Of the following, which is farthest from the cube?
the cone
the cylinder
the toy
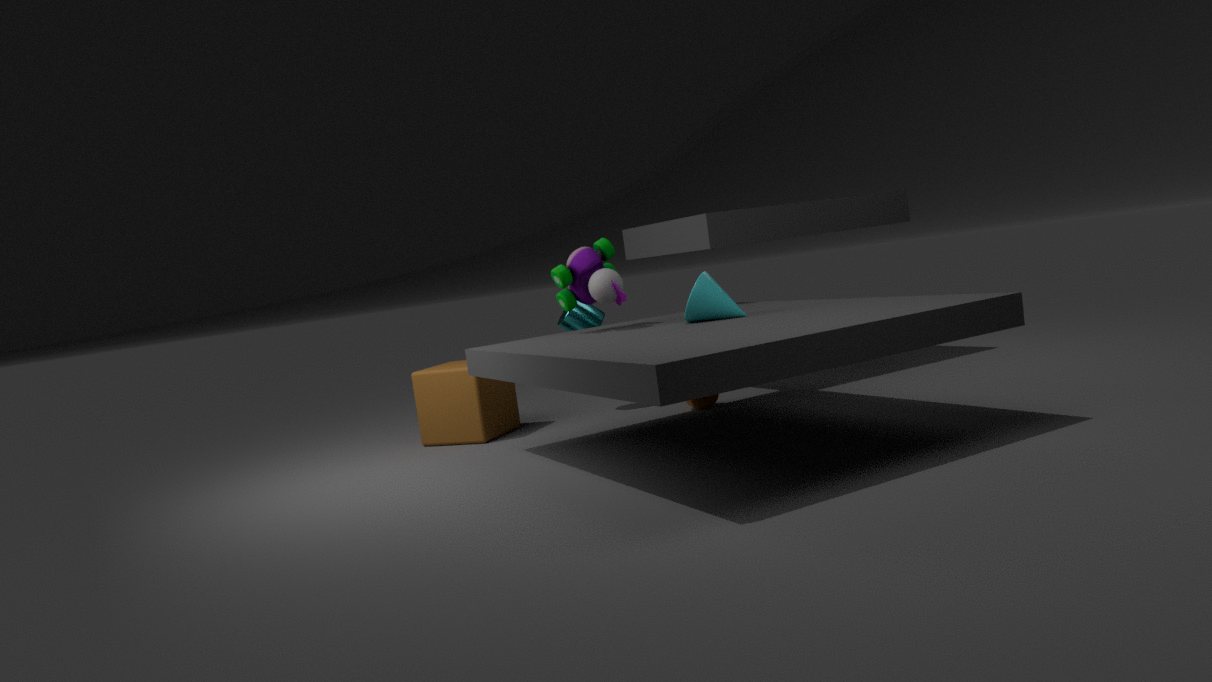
the cone
